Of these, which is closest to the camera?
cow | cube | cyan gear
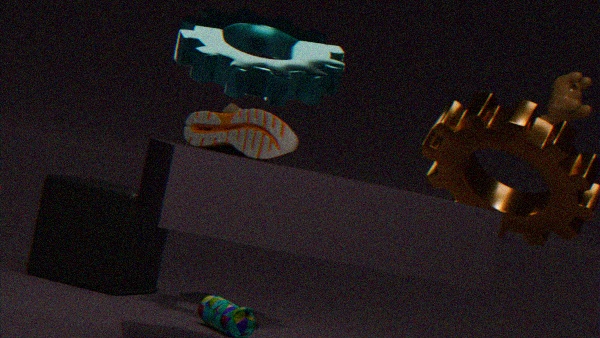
cyan gear
